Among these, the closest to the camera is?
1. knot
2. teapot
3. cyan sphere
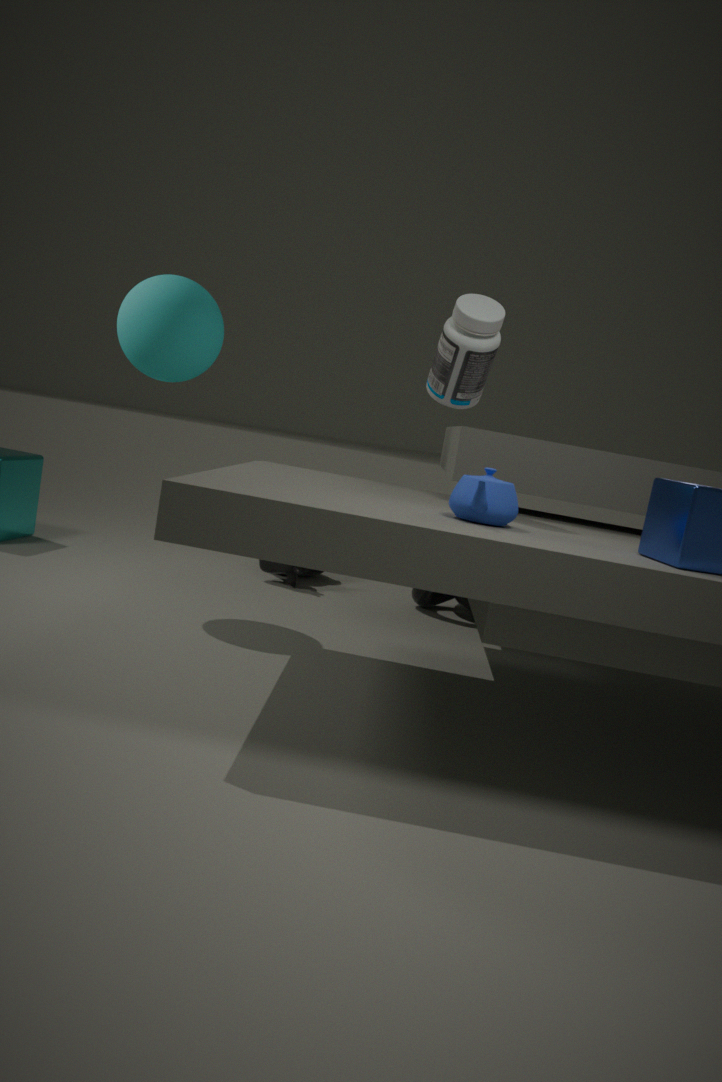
teapot
